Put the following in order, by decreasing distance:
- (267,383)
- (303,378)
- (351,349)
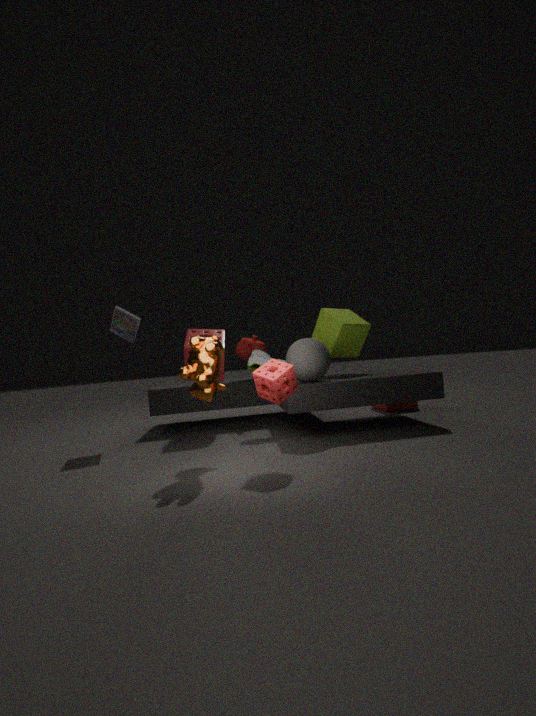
1. (351,349)
2. (303,378)
3. (267,383)
